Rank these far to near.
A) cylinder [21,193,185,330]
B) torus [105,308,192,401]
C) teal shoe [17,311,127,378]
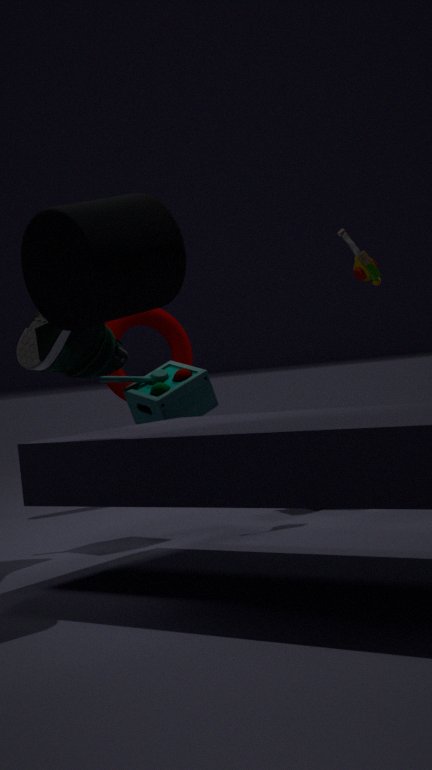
torus [105,308,192,401] < teal shoe [17,311,127,378] < cylinder [21,193,185,330]
